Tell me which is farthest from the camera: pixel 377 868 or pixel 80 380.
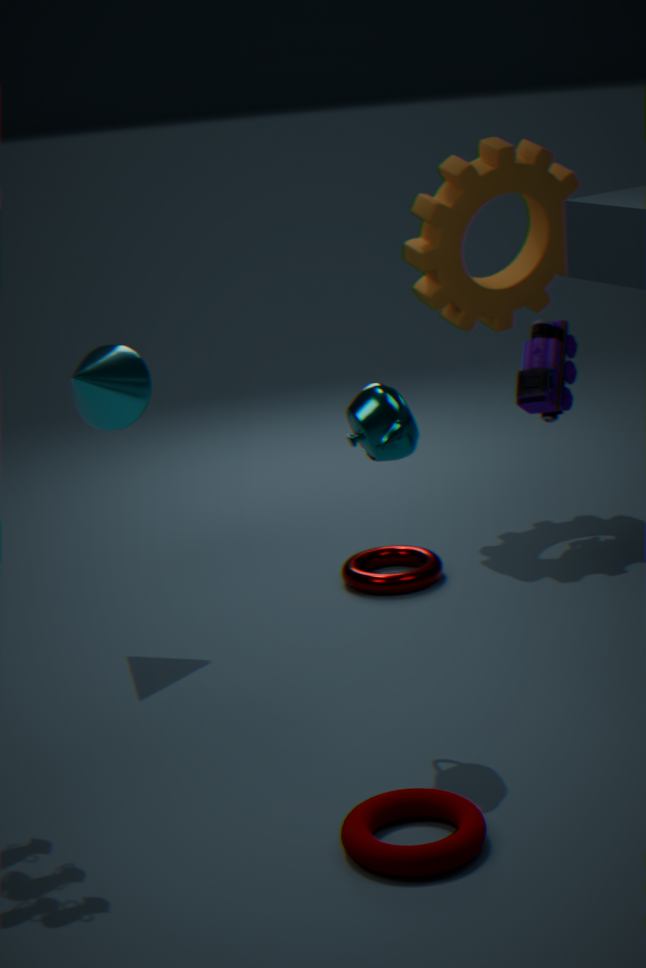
pixel 80 380
